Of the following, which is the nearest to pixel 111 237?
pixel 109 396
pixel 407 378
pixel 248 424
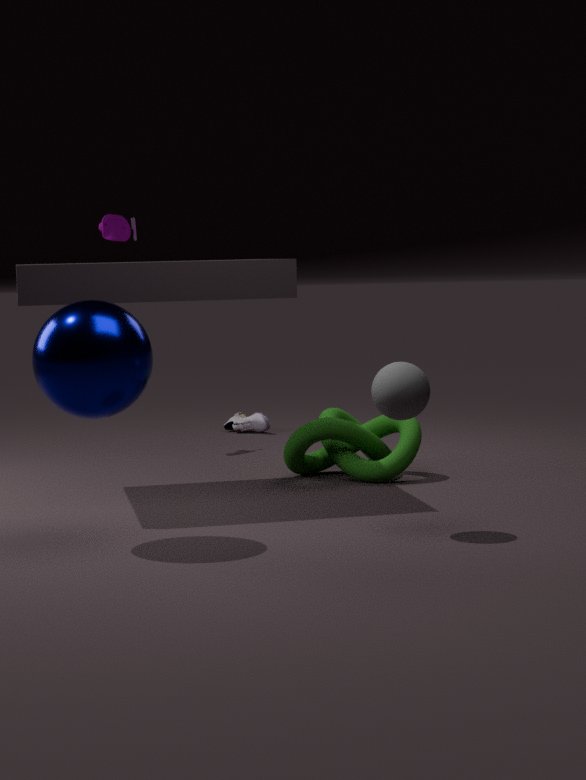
pixel 248 424
